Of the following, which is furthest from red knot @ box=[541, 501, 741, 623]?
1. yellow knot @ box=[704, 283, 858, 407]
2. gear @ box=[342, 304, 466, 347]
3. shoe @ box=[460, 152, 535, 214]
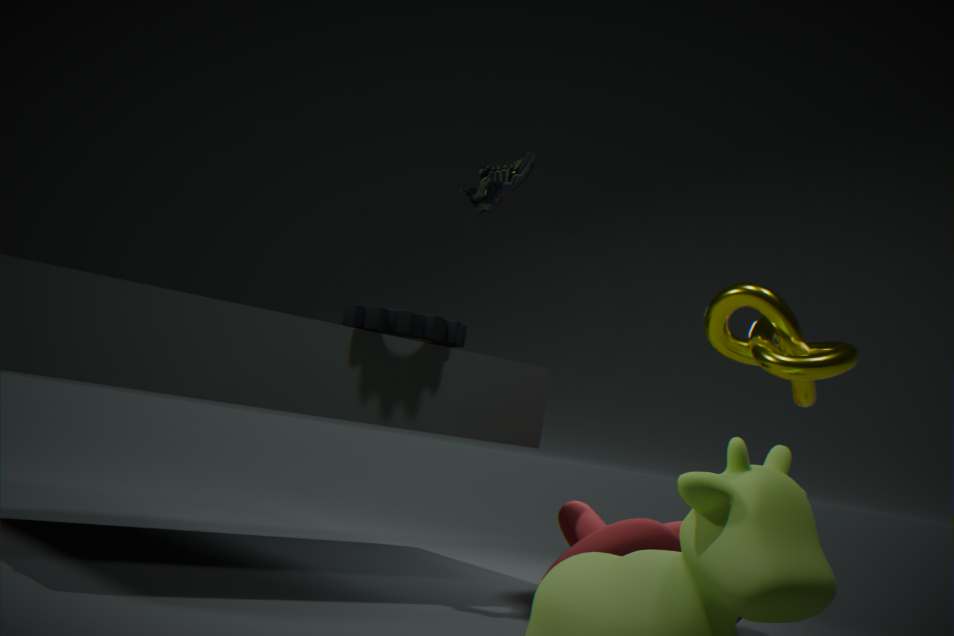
shoe @ box=[460, 152, 535, 214]
